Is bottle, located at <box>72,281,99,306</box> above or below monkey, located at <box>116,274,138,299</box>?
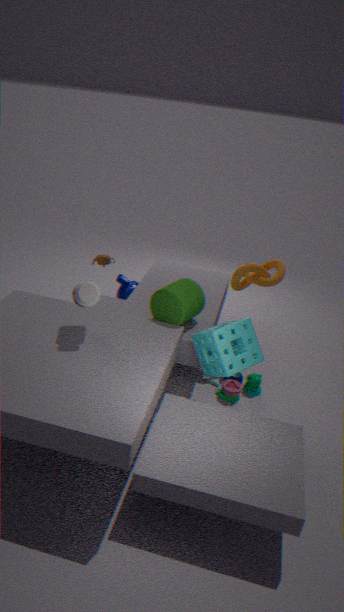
above
